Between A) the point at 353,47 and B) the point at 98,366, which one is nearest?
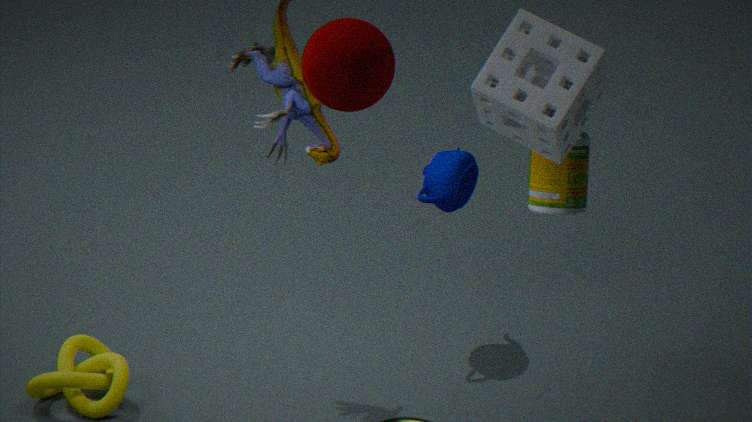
A. the point at 353,47
